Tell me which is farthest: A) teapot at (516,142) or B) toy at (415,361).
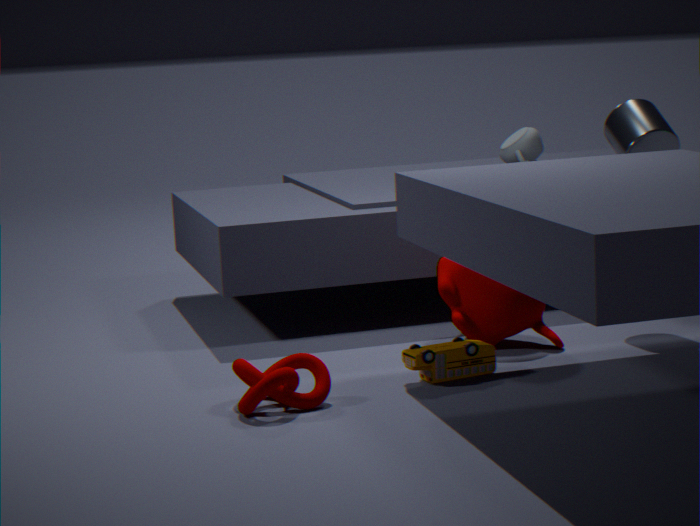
A. teapot at (516,142)
